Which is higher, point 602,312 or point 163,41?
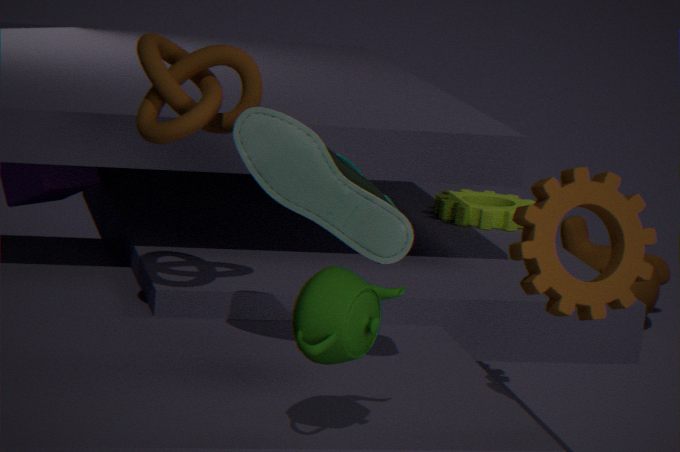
point 163,41
